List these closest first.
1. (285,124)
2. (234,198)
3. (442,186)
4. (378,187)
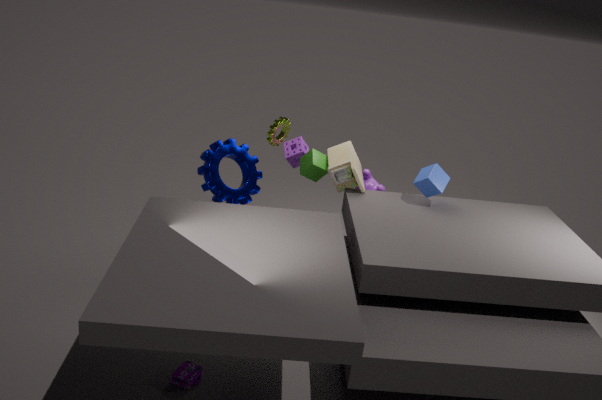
(234,198) → (442,186) → (378,187) → (285,124)
